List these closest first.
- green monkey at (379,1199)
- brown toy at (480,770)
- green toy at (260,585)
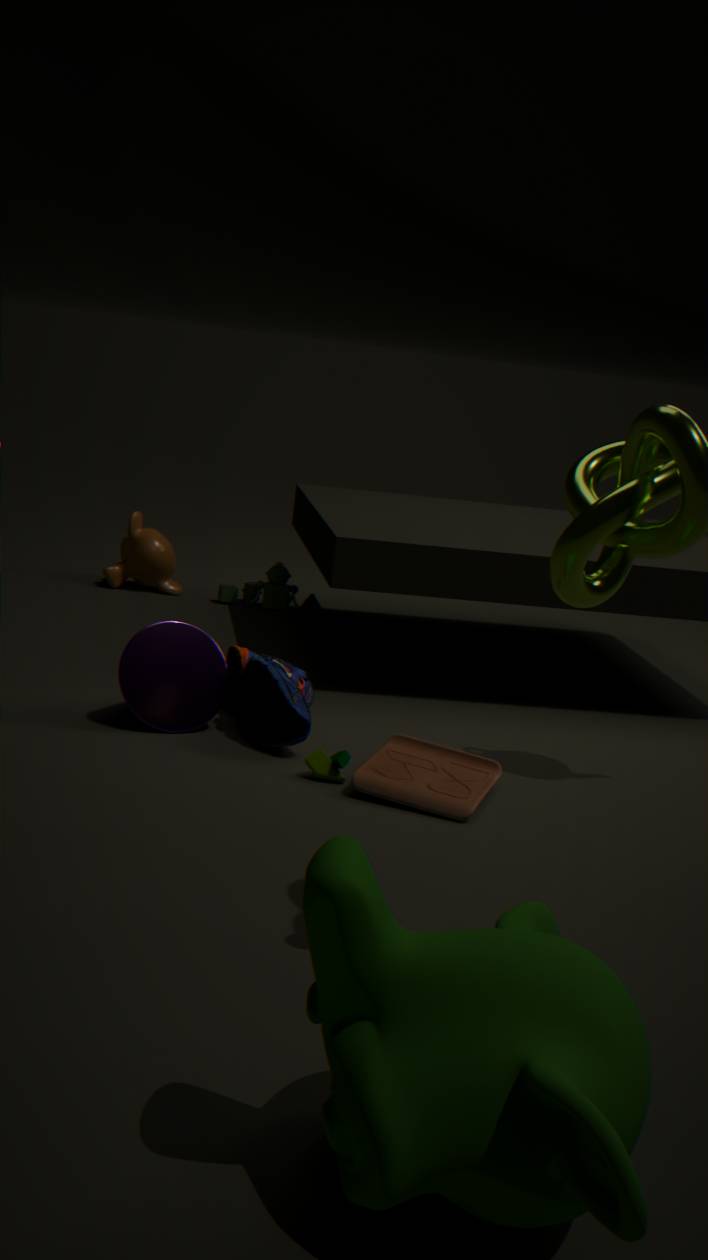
green monkey at (379,1199)
brown toy at (480,770)
green toy at (260,585)
